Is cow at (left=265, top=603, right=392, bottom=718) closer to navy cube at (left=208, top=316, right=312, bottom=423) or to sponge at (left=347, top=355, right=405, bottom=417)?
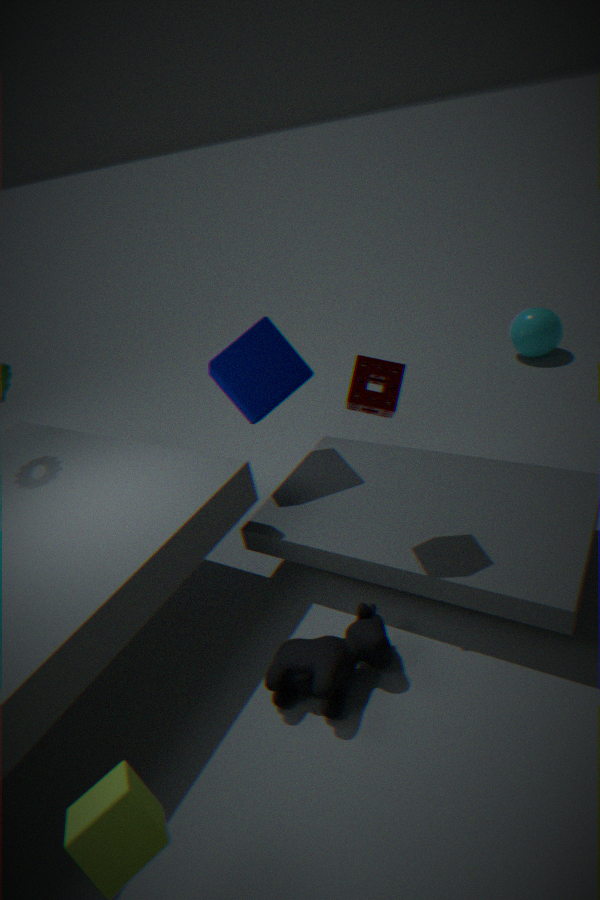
sponge at (left=347, top=355, right=405, bottom=417)
